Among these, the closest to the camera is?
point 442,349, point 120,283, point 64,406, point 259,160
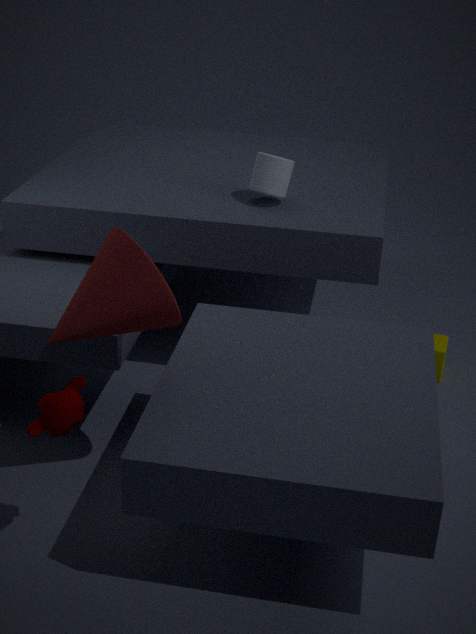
point 64,406
